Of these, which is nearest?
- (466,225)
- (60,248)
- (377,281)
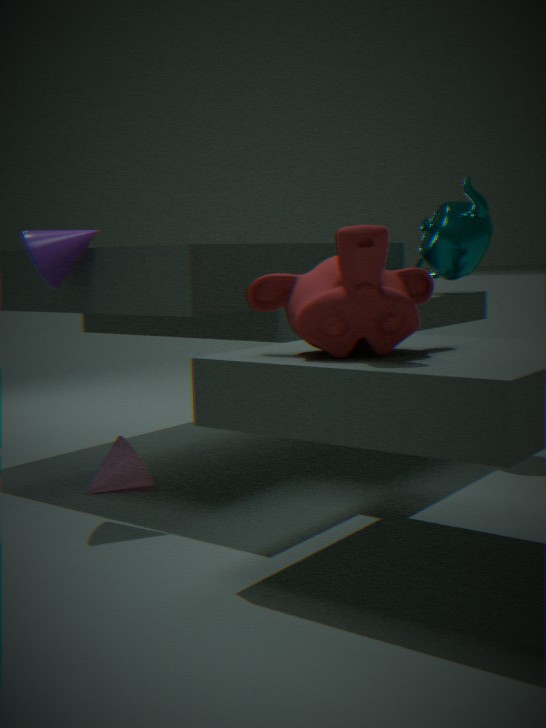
(377,281)
